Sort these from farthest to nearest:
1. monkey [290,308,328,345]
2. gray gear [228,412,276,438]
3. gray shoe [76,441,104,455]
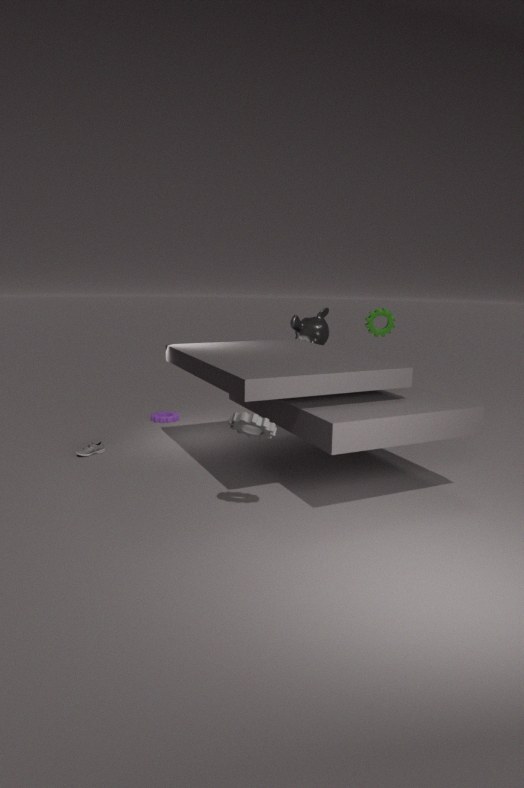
monkey [290,308,328,345] → gray shoe [76,441,104,455] → gray gear [228,412,276,438]
